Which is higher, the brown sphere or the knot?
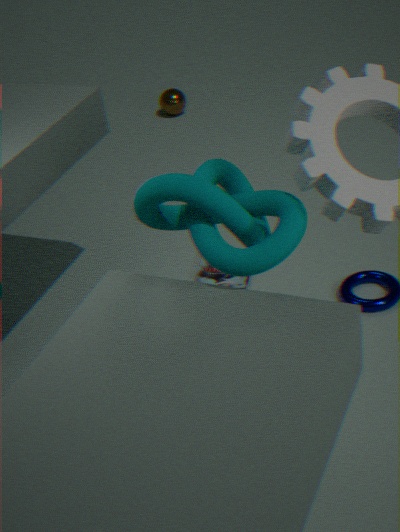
the knot
